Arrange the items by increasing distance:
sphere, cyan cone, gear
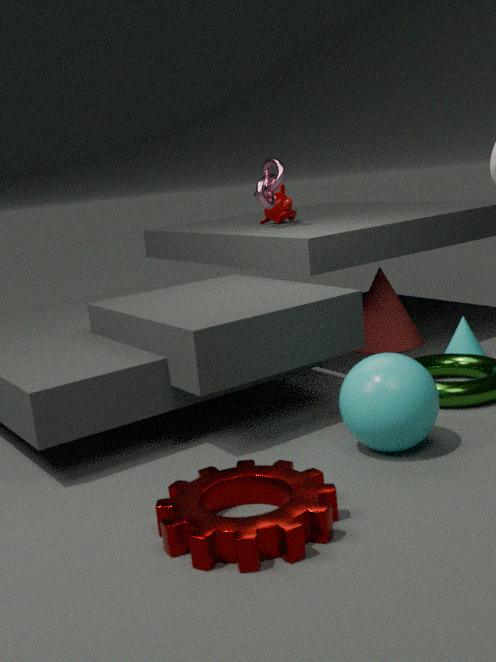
gear, sphere, cyan cone
